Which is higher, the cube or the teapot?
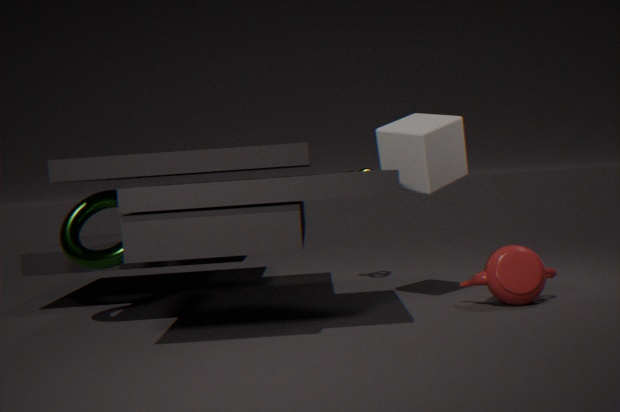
the cube
